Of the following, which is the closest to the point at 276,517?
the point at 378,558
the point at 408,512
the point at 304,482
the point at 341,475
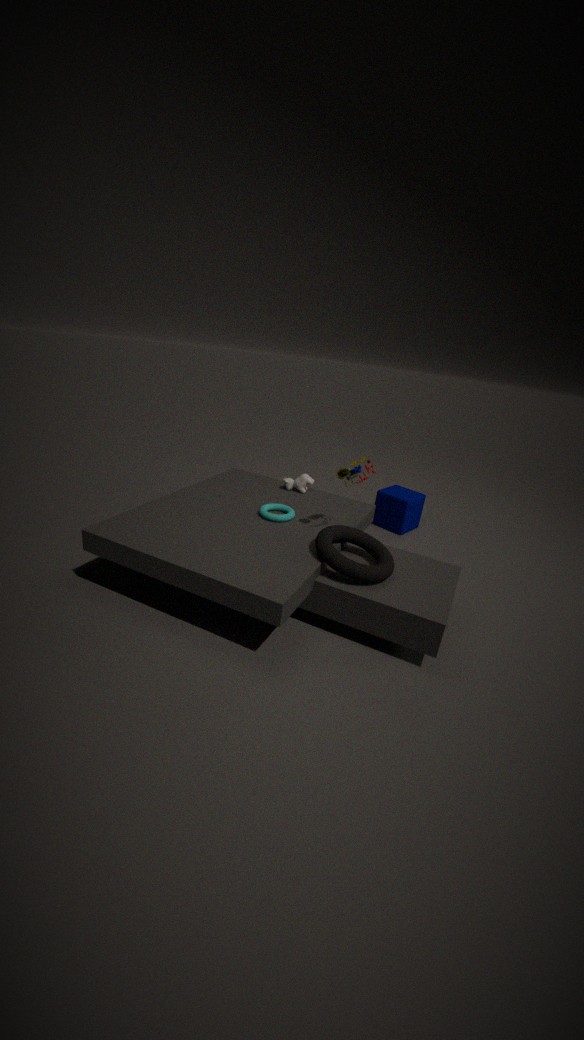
the point at 304,482
